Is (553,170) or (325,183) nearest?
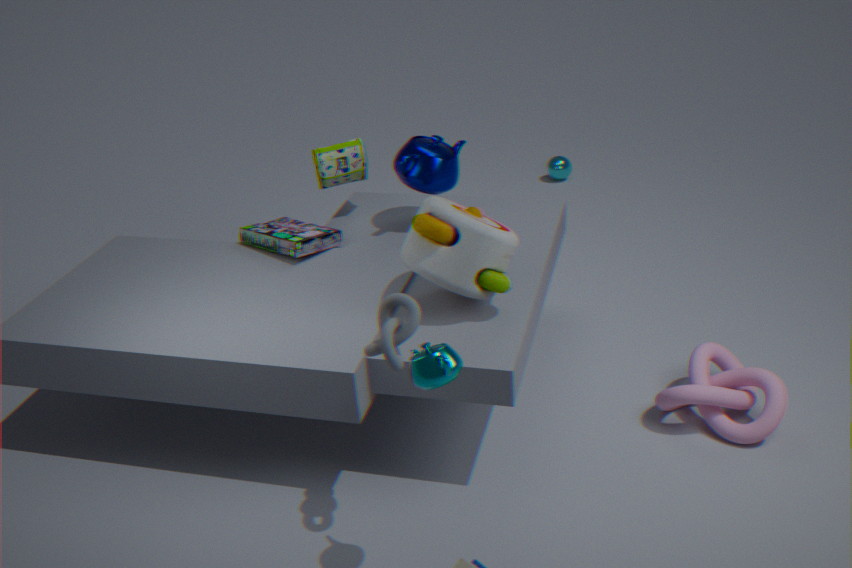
(325,183)
